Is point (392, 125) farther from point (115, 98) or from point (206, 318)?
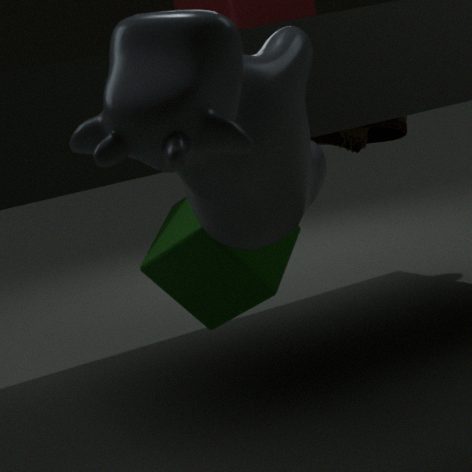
point (115, 98)
